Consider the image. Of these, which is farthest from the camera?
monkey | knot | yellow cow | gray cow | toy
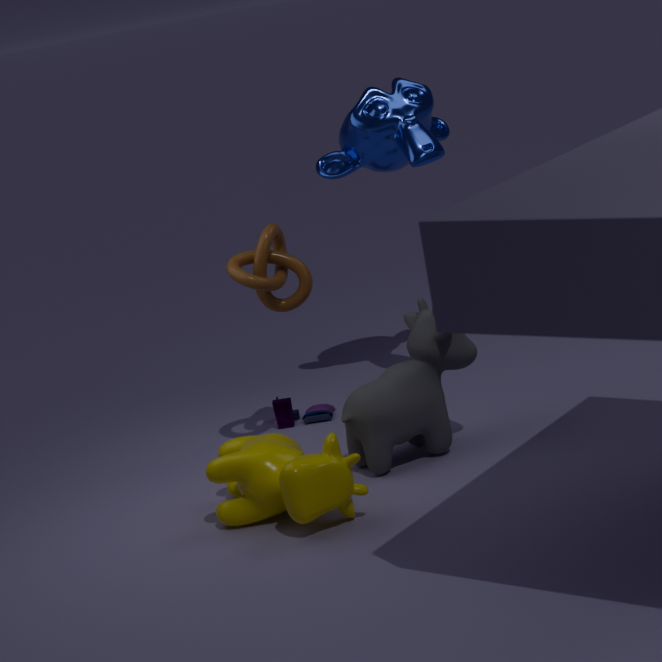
toy
